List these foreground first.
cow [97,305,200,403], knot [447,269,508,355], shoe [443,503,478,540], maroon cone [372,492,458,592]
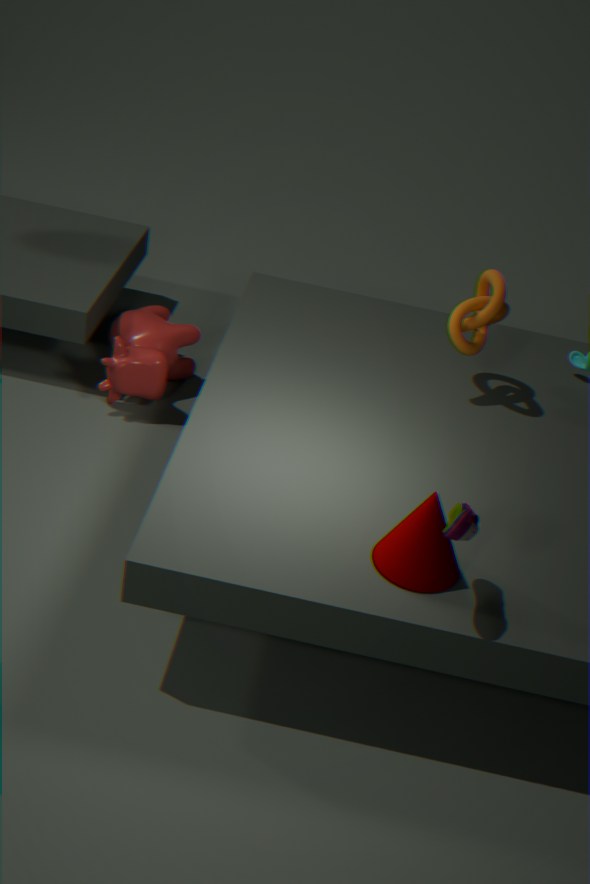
shoe [443,503,478,540]
maroon cone [372,492,458,592]
knot [447,269,508,355]
cow [97,305,200,403]
